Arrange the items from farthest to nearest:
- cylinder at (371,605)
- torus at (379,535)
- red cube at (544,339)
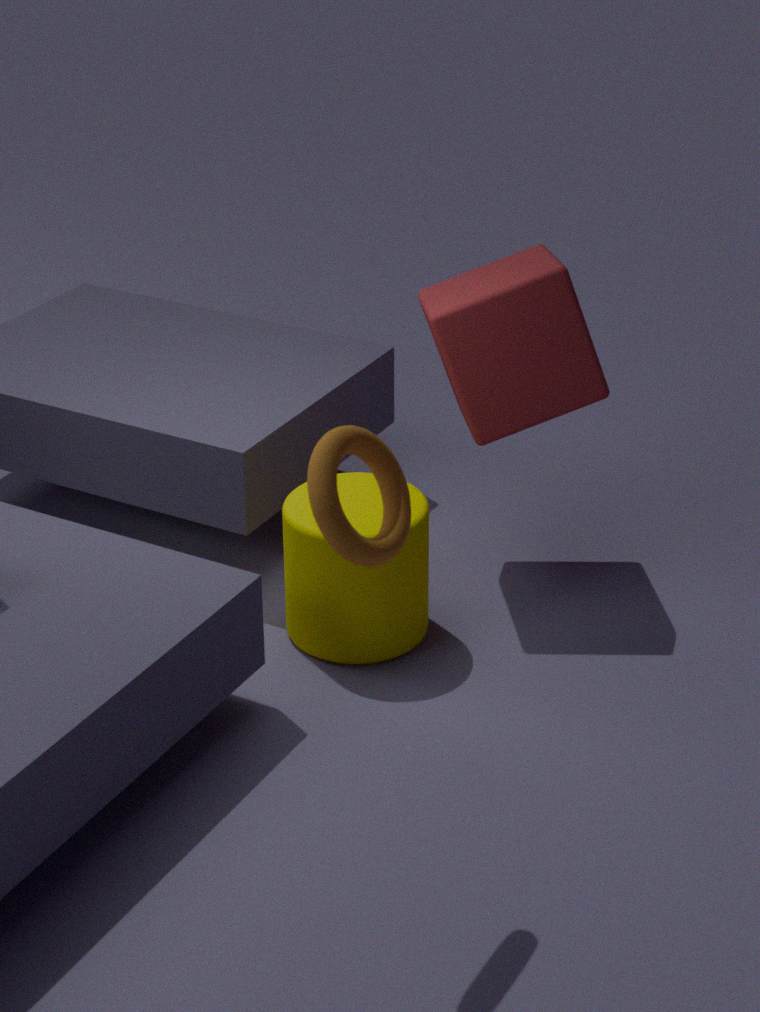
red cube at (544,339) → cylinder at (371,605) → torus at (379,535)
